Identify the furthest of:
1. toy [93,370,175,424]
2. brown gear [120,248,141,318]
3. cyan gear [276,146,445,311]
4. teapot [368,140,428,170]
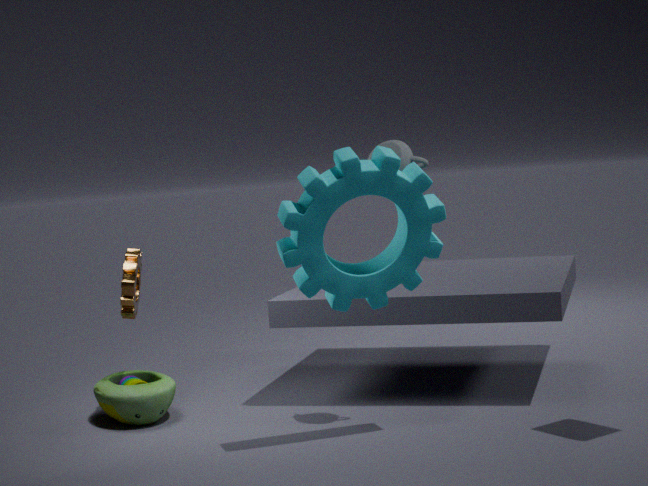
brown gear [120,248,141,318]
